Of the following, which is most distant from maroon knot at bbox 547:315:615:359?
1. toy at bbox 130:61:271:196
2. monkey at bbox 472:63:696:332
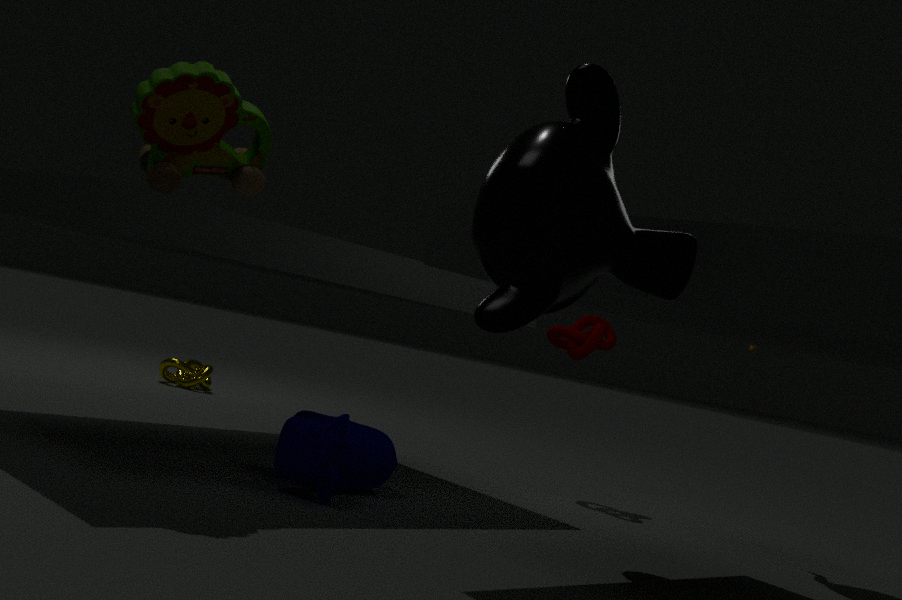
monkey at bbox 472:63:696:332
